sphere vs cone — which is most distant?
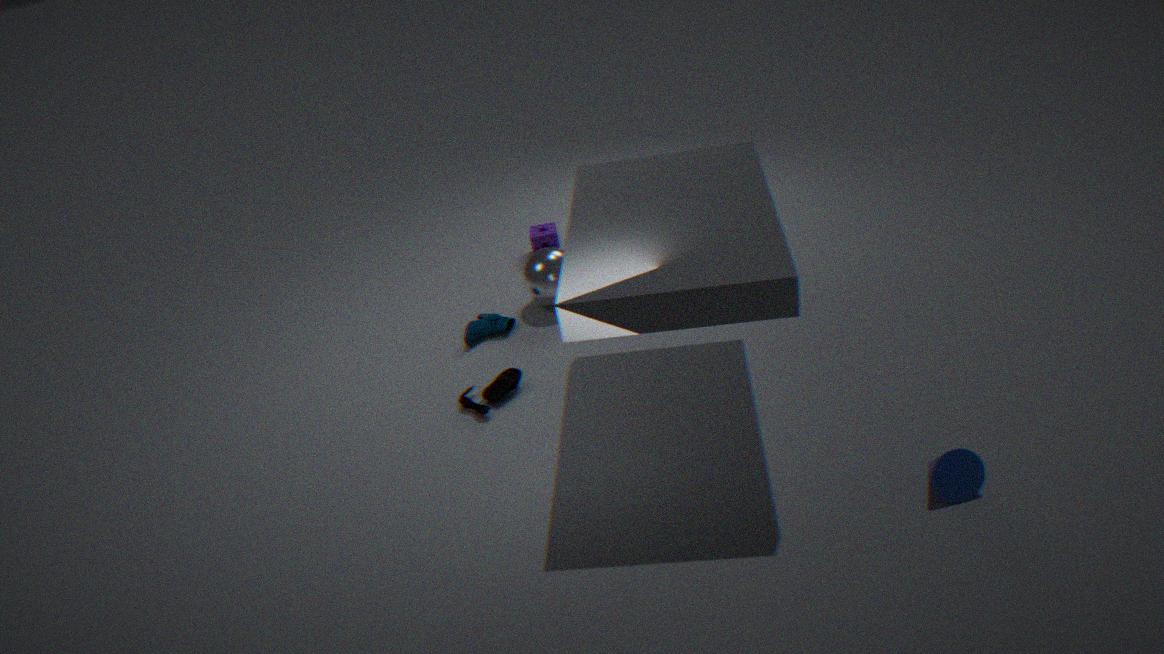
sphere
